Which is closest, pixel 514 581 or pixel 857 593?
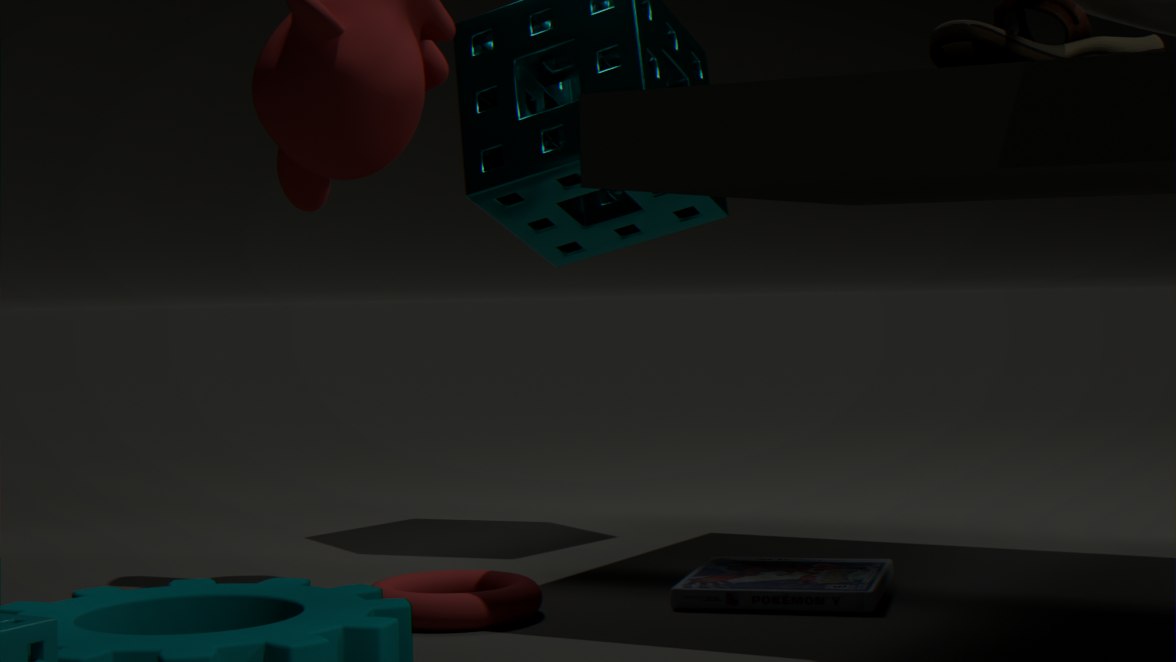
pixel 857 593
